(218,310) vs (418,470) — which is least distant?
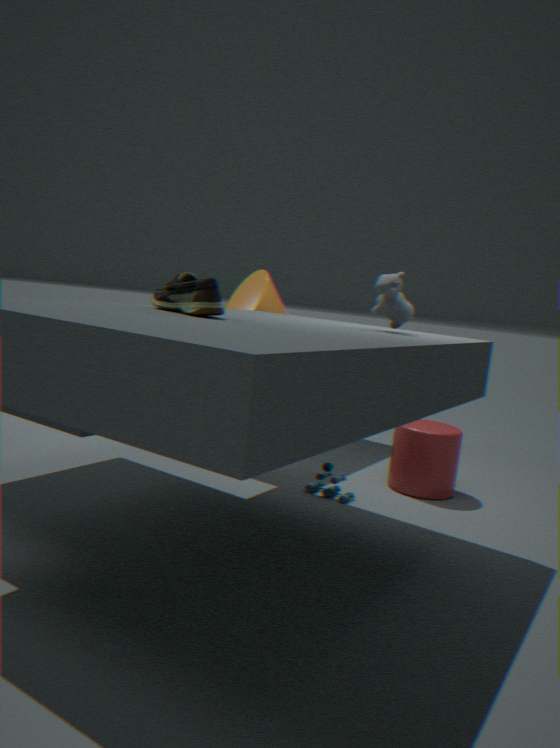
(218,310)
